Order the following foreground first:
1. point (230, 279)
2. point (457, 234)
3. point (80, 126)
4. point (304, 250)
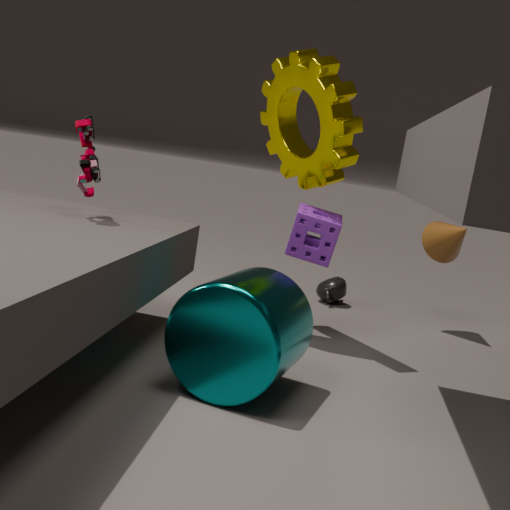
point (230, 279) → point (80, 126) → point (304, 250) → point (457, 234)
